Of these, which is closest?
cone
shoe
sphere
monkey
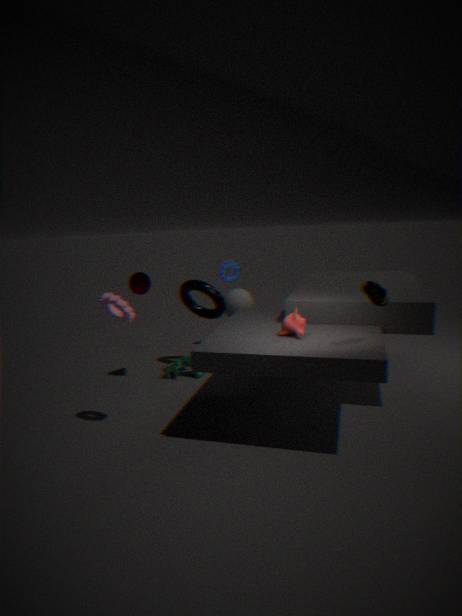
shoe
